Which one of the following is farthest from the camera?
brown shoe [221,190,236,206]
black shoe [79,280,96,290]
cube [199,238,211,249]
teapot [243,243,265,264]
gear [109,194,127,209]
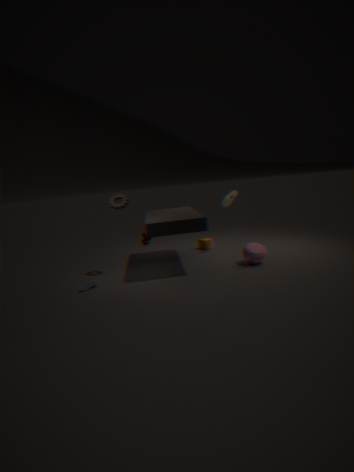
cube [199,238,211,249]
